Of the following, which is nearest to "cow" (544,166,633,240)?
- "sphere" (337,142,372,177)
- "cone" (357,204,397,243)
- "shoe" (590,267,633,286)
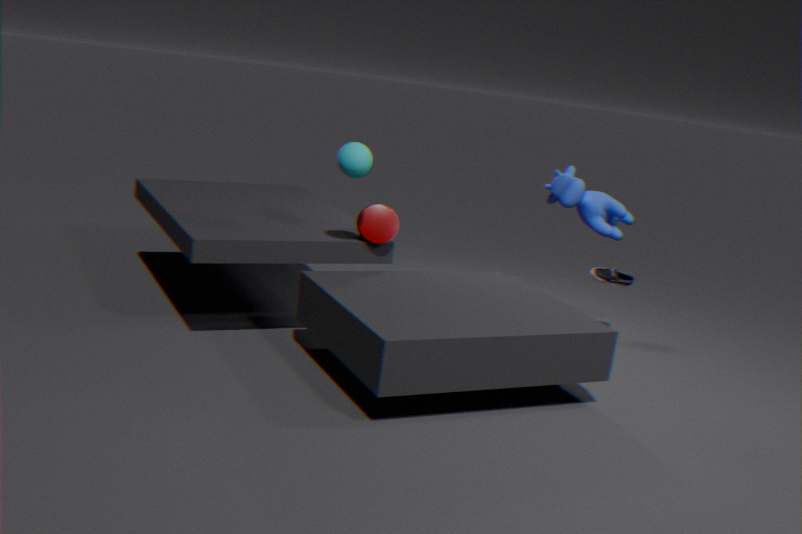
"shoe" (590,267,633,286)
